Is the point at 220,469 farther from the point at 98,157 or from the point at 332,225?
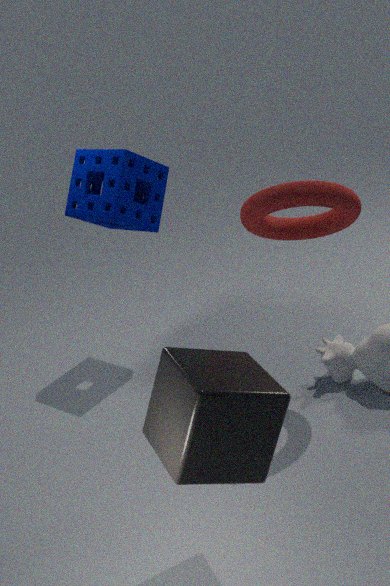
the point at 98,157
